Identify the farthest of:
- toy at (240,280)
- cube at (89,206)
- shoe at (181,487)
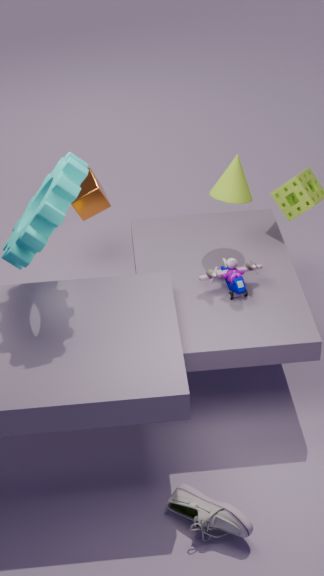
cube at (89,206)
